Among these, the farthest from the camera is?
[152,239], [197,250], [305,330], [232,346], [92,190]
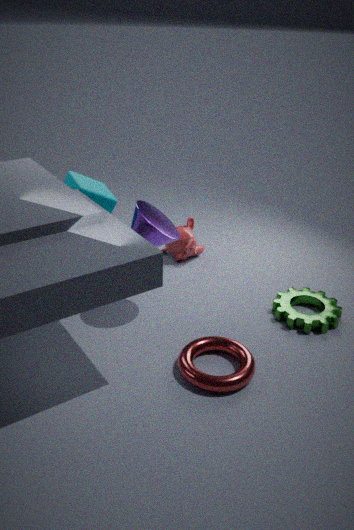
[197,250]
